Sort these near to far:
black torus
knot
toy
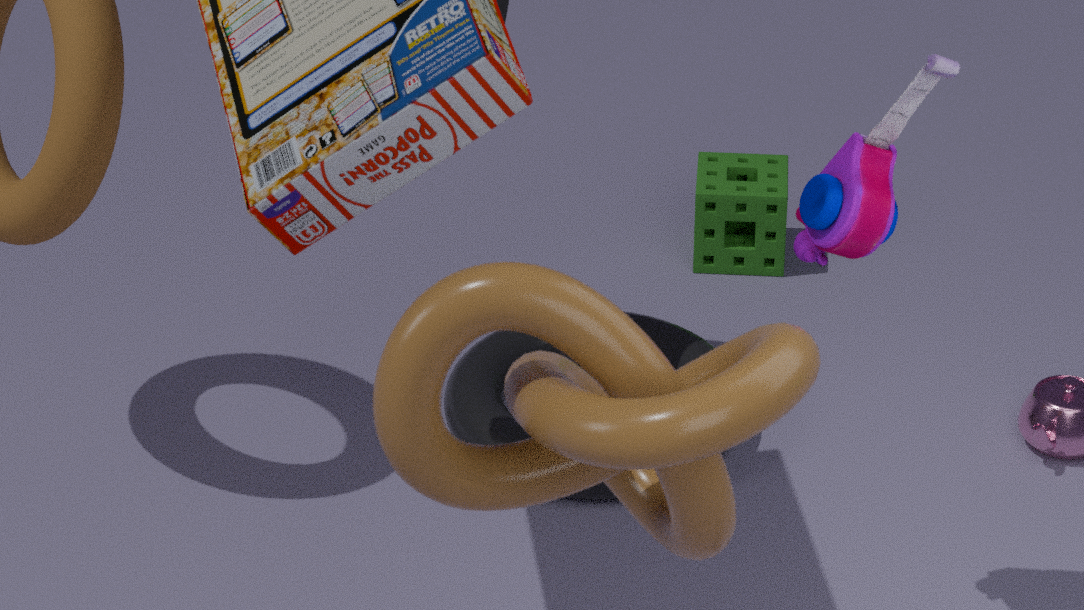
→ 1. knot
2. toy
3. black torus
